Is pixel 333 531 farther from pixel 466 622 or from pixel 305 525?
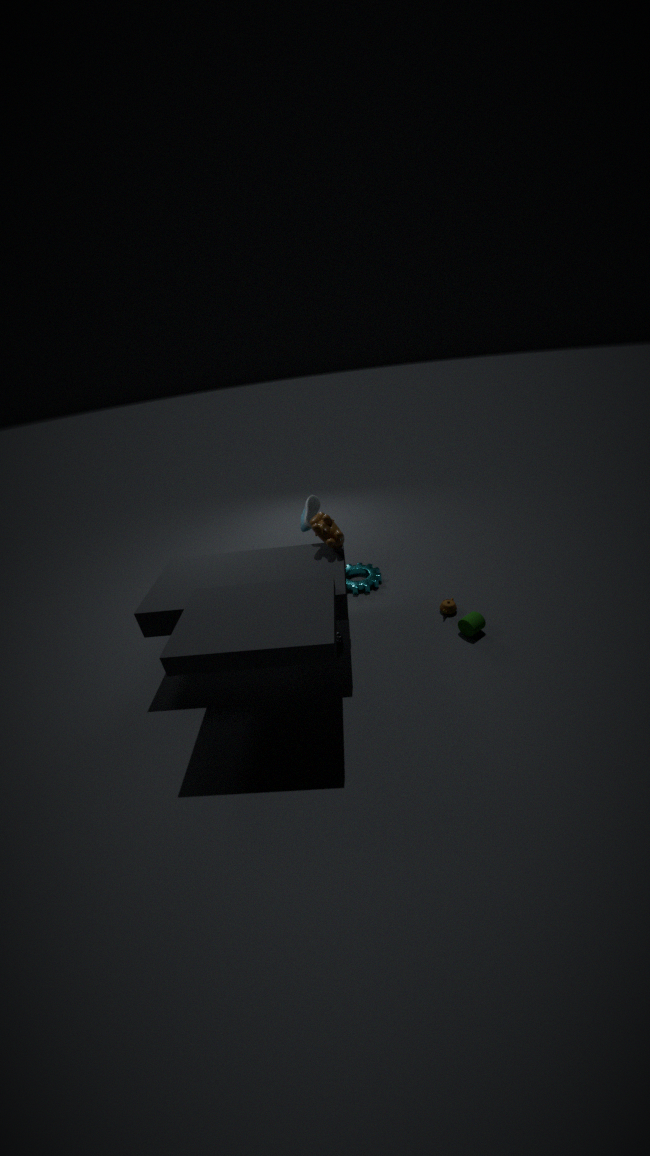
pixel 466 622
